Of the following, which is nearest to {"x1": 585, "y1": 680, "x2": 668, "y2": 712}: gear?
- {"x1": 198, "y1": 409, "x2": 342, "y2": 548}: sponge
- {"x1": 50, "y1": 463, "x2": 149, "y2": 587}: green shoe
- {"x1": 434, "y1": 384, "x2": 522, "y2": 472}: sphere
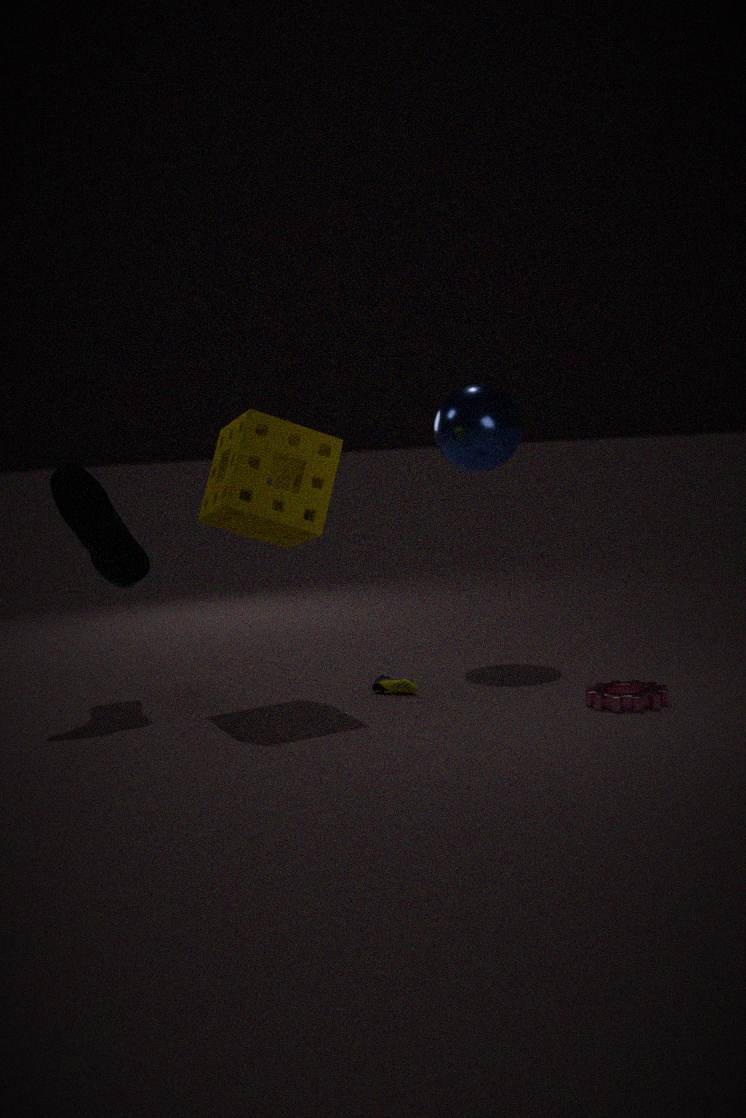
{"x1": 198, "y1": 409, "x2": 342, "y2": 548}: sponge
